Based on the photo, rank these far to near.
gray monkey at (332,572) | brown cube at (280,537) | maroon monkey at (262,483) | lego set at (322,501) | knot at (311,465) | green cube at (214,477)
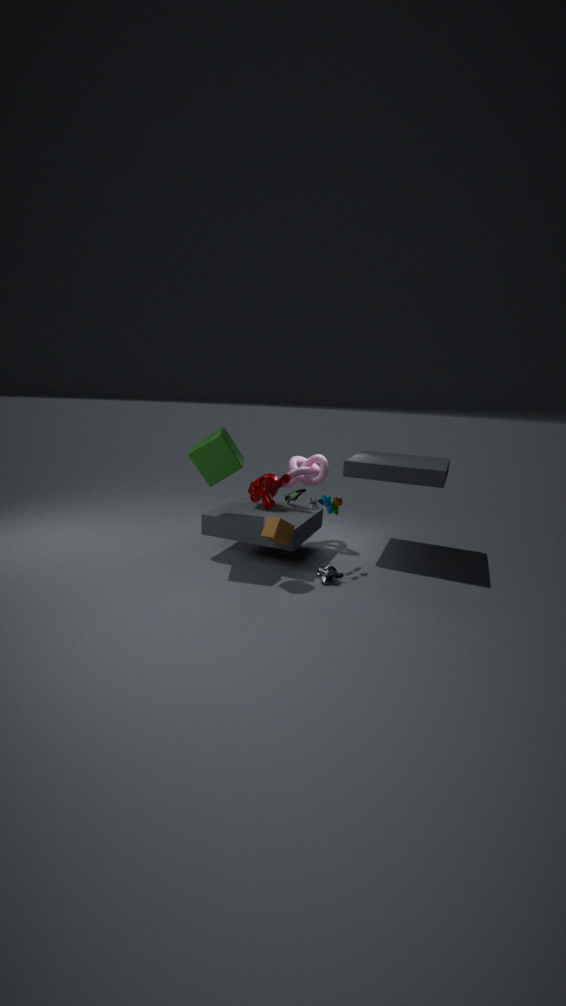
knot at (311,465)
maroon monkey at (262,483)
lego set at (322,501)
green cube at (214,477)
gray monkey at (332,572)
brown cube at (280,537)
